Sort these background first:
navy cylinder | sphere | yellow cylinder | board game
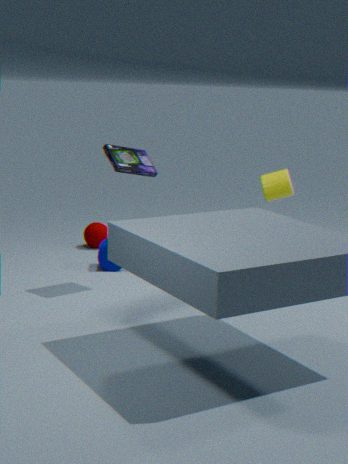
sphere
yellow cylinder
navy cylinder
board game
